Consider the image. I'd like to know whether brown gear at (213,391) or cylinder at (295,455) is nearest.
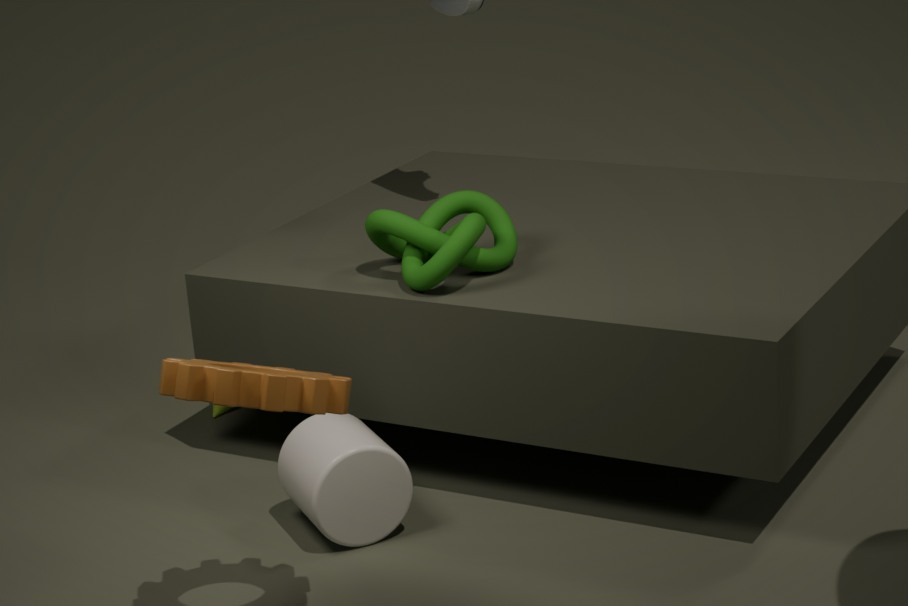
brown gear at (213,391)
